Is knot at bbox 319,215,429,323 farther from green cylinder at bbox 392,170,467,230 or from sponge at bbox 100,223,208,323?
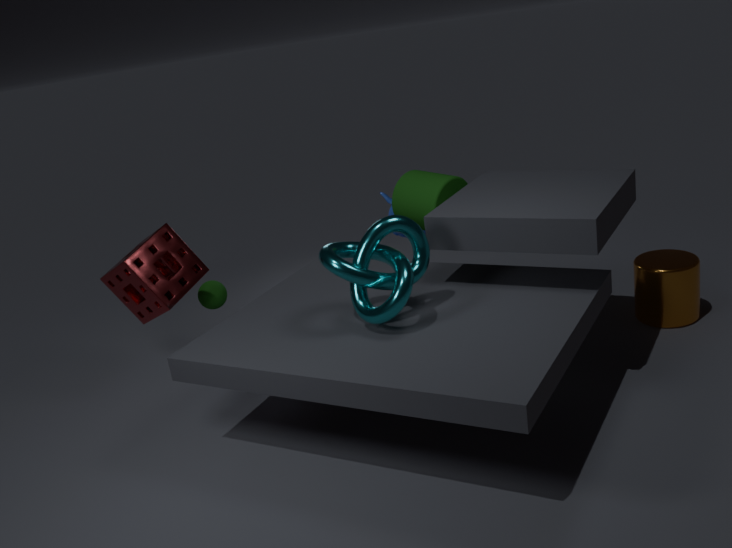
sponge at bbox 100,223,208,323
